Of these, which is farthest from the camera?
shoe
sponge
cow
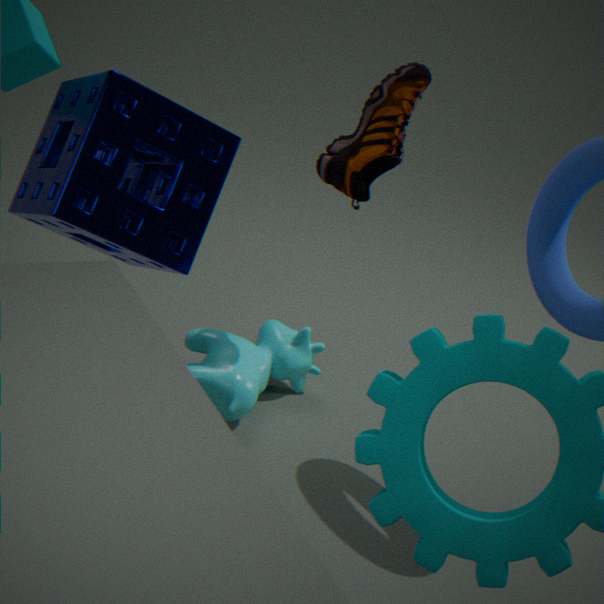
cow
